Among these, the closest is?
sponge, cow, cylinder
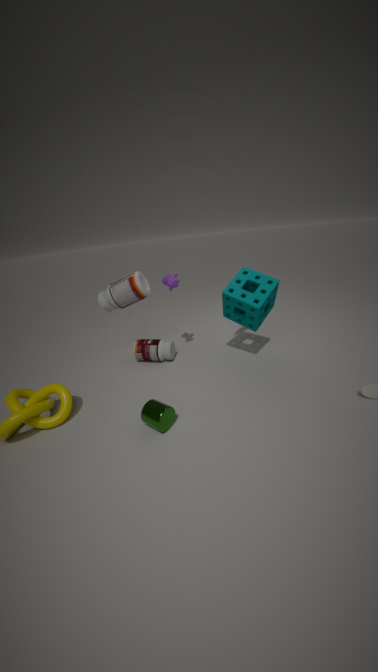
cylinder
